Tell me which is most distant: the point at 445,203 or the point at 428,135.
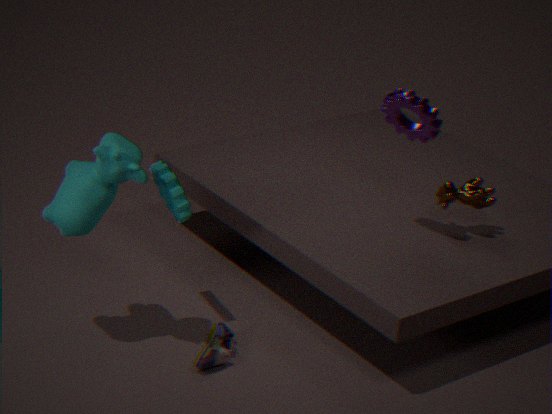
the point at 445,203
